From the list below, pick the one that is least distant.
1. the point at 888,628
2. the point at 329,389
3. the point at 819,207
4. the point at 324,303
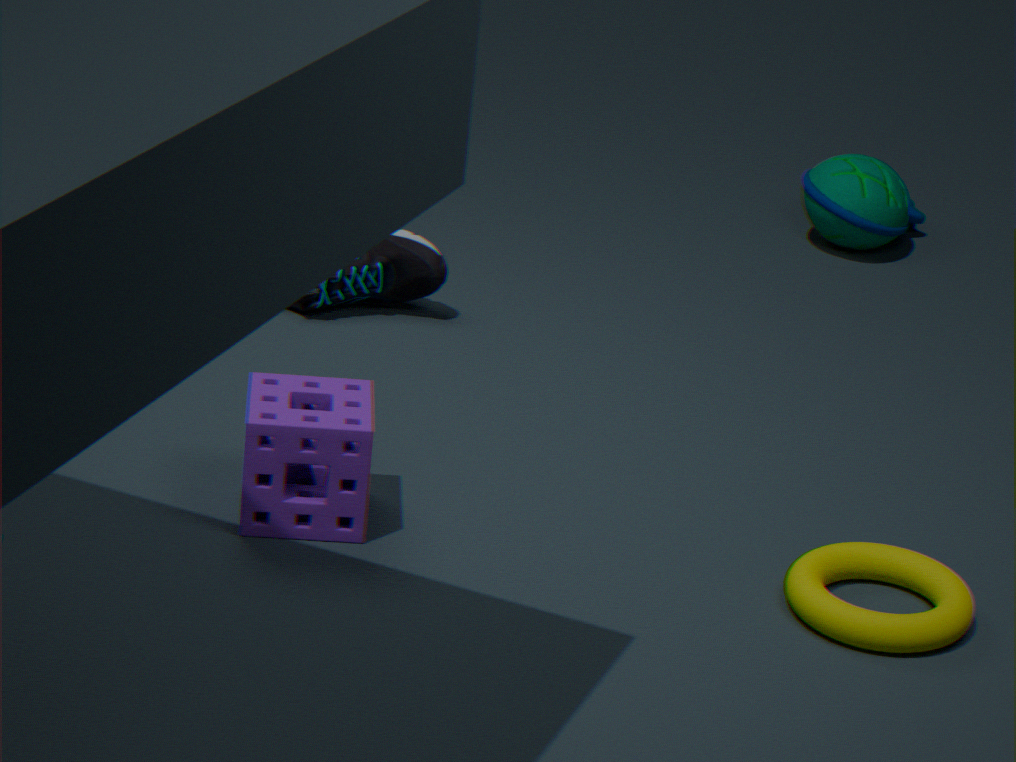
the point at 888,628
